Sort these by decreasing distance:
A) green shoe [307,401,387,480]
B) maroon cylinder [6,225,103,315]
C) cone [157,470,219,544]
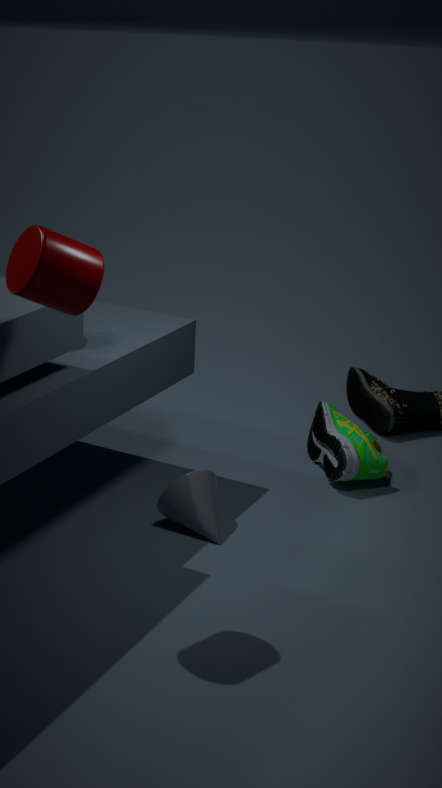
green shoe [307,401,387,480] < cone [157,470,219,544] < maroon cylinder [6,225,103,315]
